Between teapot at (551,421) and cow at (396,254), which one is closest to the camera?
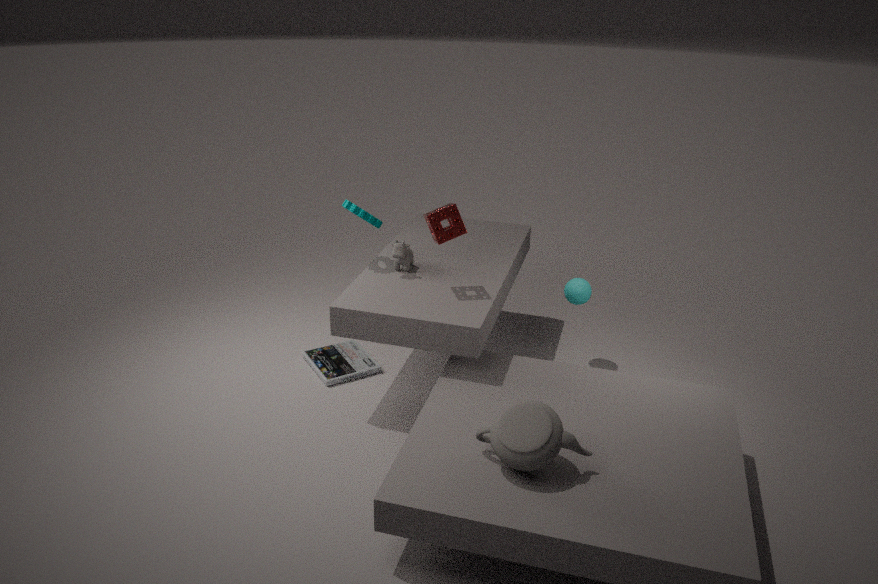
teapot at (551,421)
